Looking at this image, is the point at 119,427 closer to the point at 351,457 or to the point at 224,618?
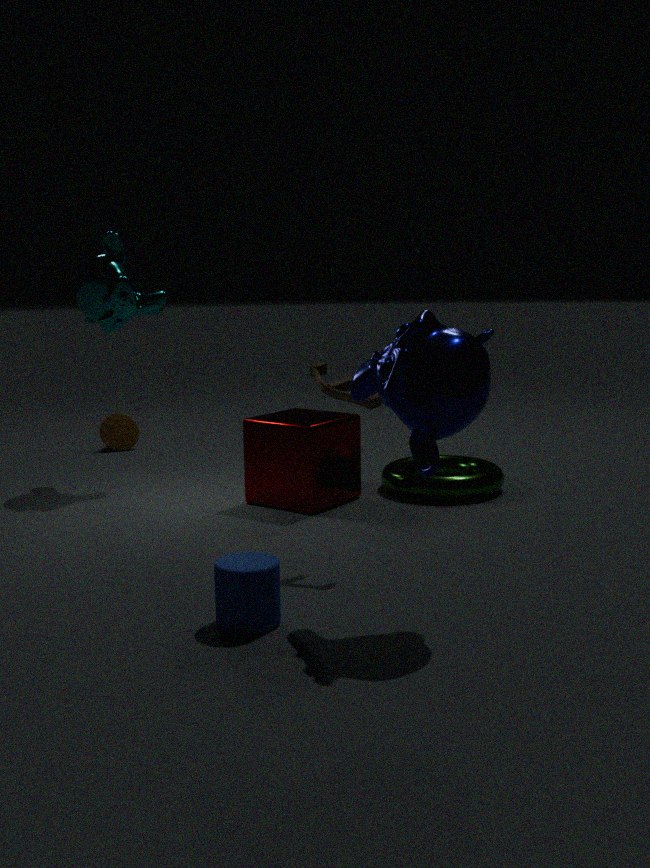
the point at 351,457
